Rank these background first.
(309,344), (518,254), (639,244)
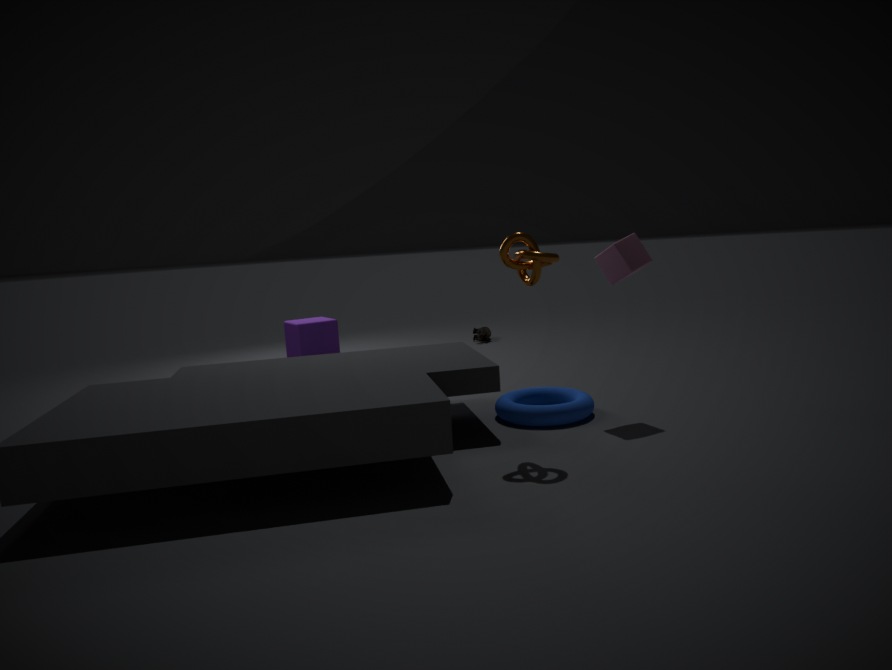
(309,344) < (639,244) < (518,254)
